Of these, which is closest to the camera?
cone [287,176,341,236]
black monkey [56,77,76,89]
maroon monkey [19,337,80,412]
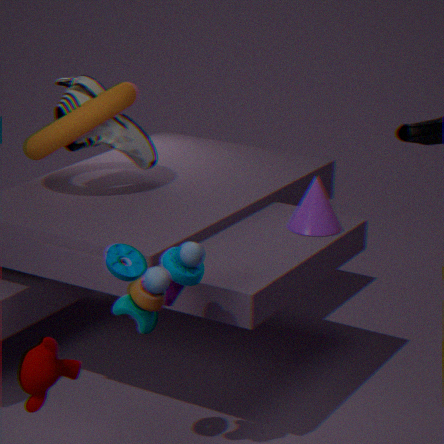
maroon monkey [19,337,80,412]
